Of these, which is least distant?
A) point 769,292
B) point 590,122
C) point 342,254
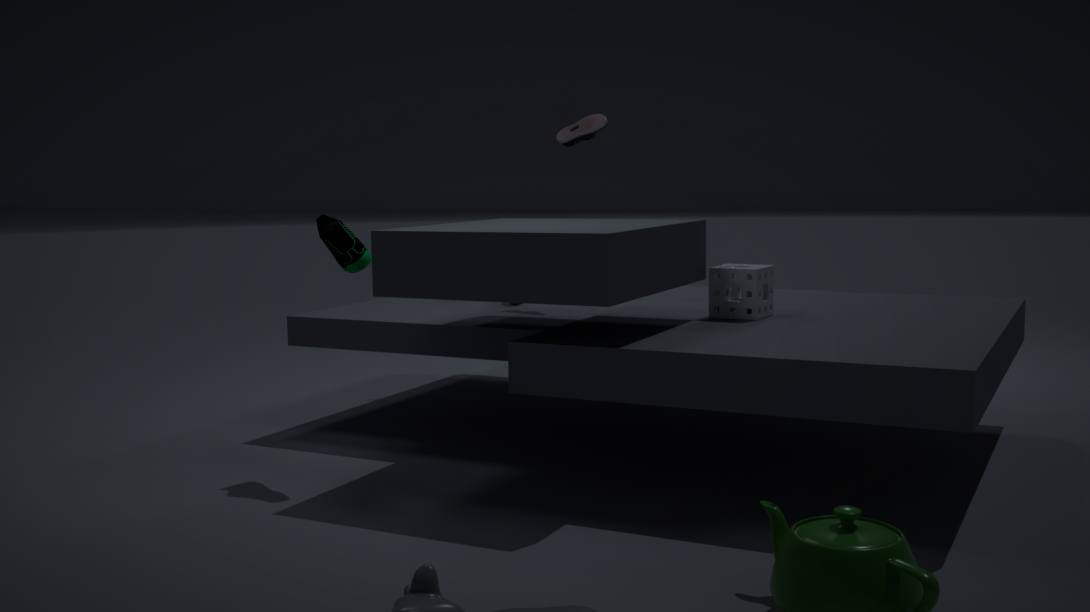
C. point 342,254
